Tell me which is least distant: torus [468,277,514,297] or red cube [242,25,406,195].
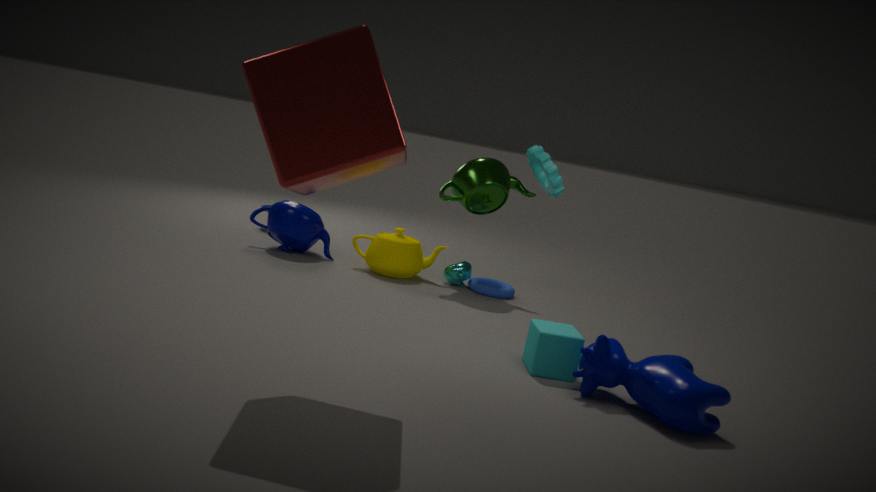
red cube [242,25,406,195]
